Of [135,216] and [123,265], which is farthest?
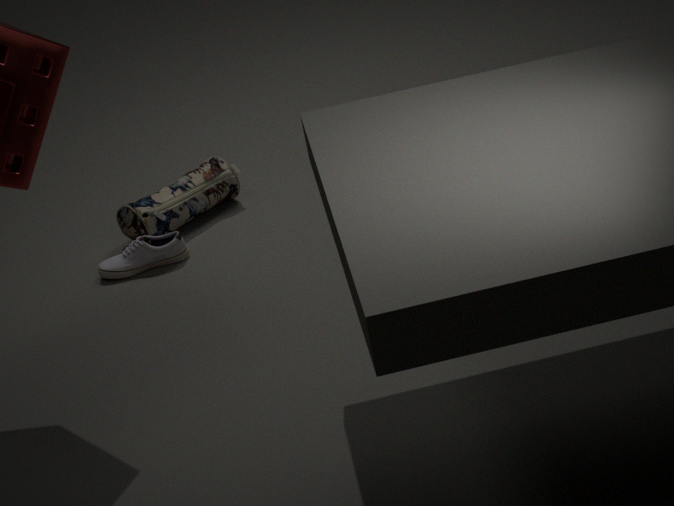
[135,216]
